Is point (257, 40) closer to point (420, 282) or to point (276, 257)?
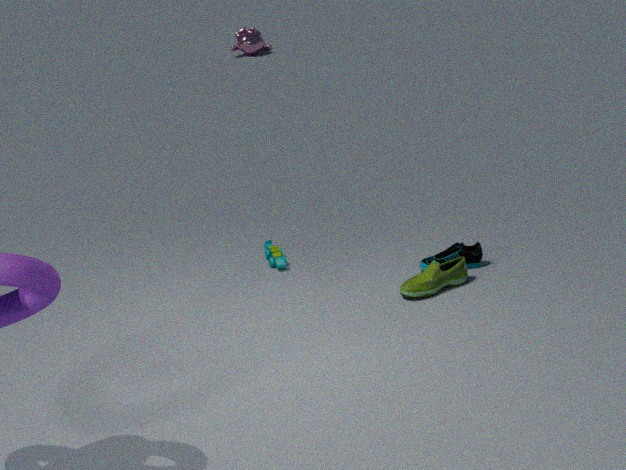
point (276, 257)
